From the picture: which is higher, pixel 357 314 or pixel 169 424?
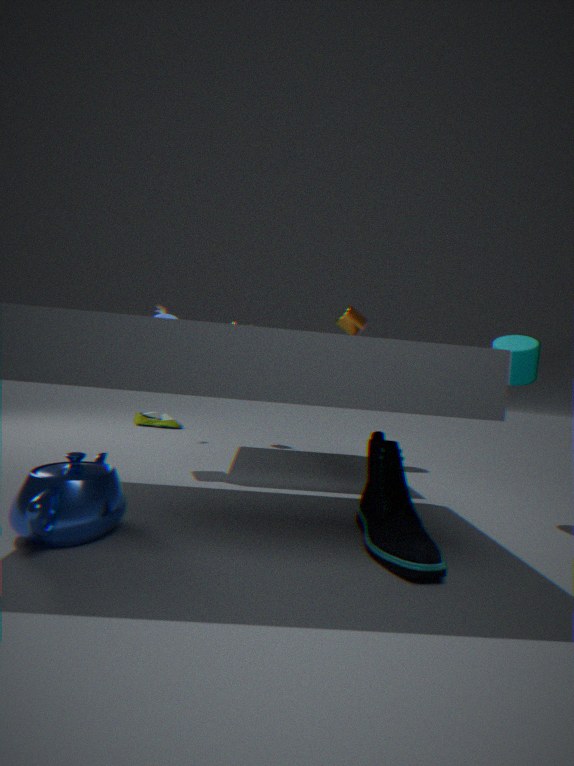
pixel 357 314
